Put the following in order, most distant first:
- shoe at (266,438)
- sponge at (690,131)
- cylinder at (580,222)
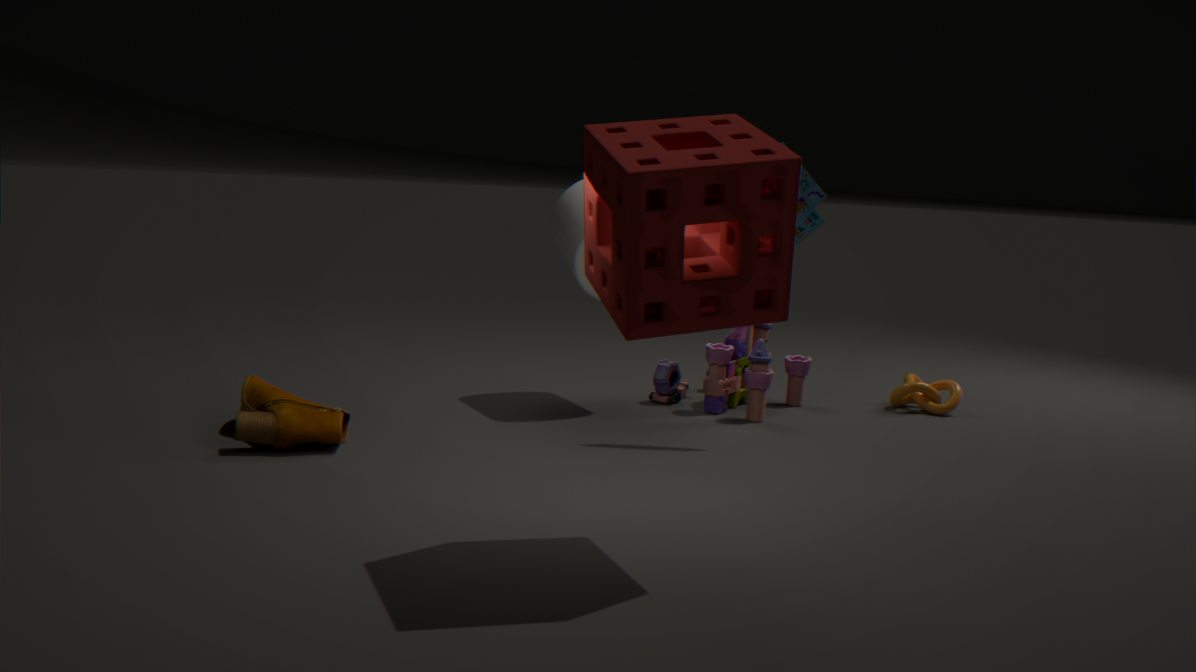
cylinder at (580,222), shoe at (266,438), sponge at (690,131)
